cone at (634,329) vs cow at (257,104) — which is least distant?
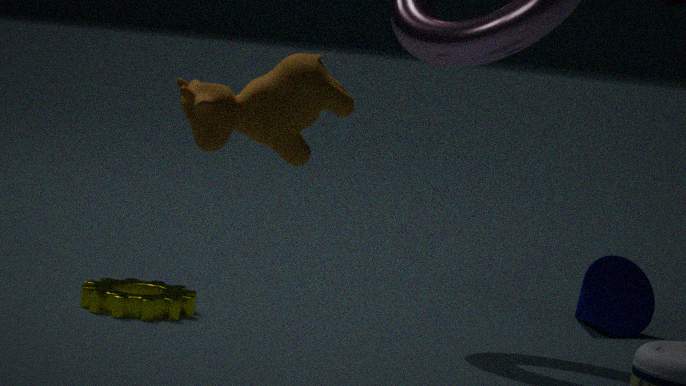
cow at (257,104)
